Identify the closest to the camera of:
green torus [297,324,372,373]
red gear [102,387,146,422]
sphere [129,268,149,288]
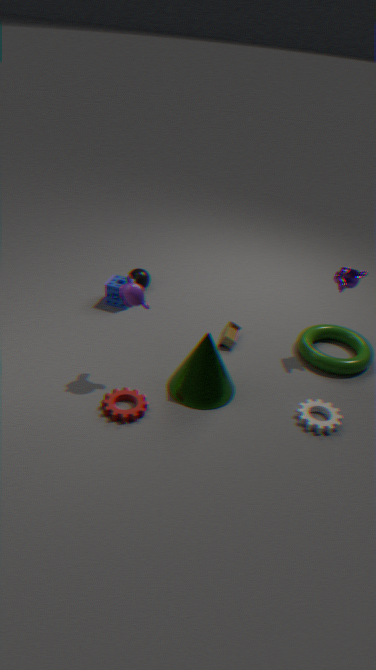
red gear [102,387,146,422]
